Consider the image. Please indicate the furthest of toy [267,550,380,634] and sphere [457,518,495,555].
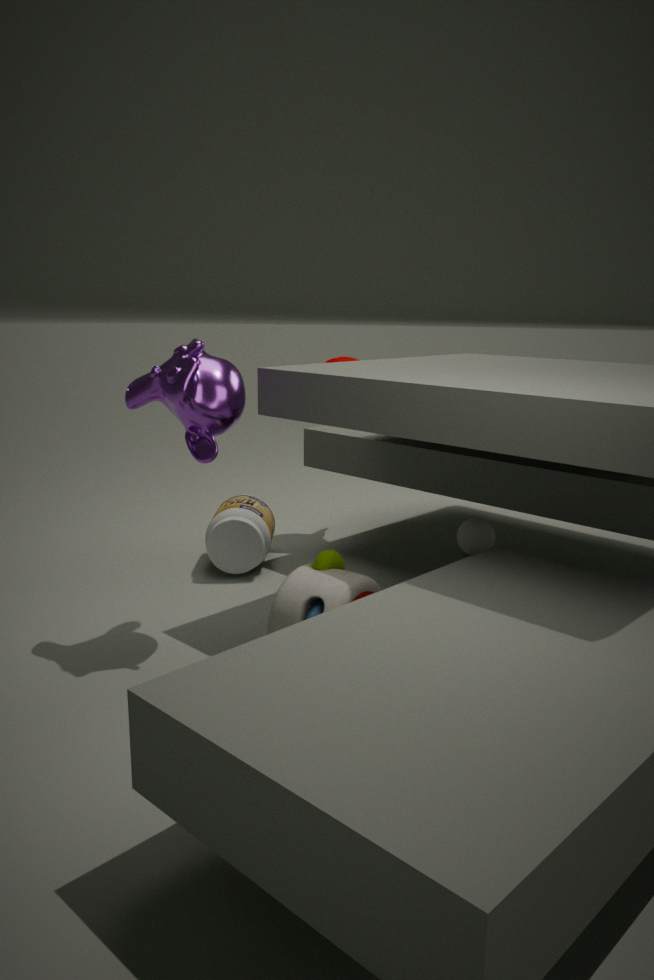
sphere [457,518,495,555]
